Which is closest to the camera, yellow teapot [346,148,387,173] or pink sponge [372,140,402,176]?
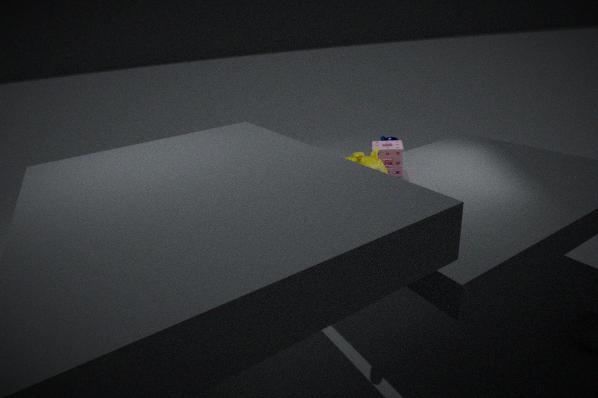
yellow teapot [346,148,387,173]
